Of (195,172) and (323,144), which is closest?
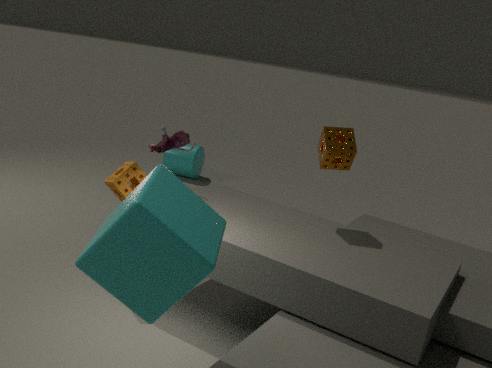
(323,144)
